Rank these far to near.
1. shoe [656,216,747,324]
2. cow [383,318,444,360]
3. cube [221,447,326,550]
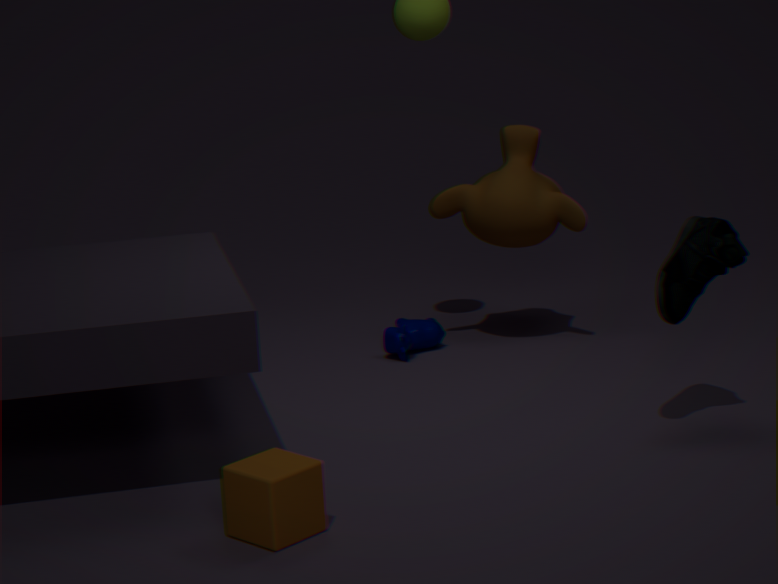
cow [383,318,444,360]
shoe [656,216,747,324]
cube [221,447,326,550]
